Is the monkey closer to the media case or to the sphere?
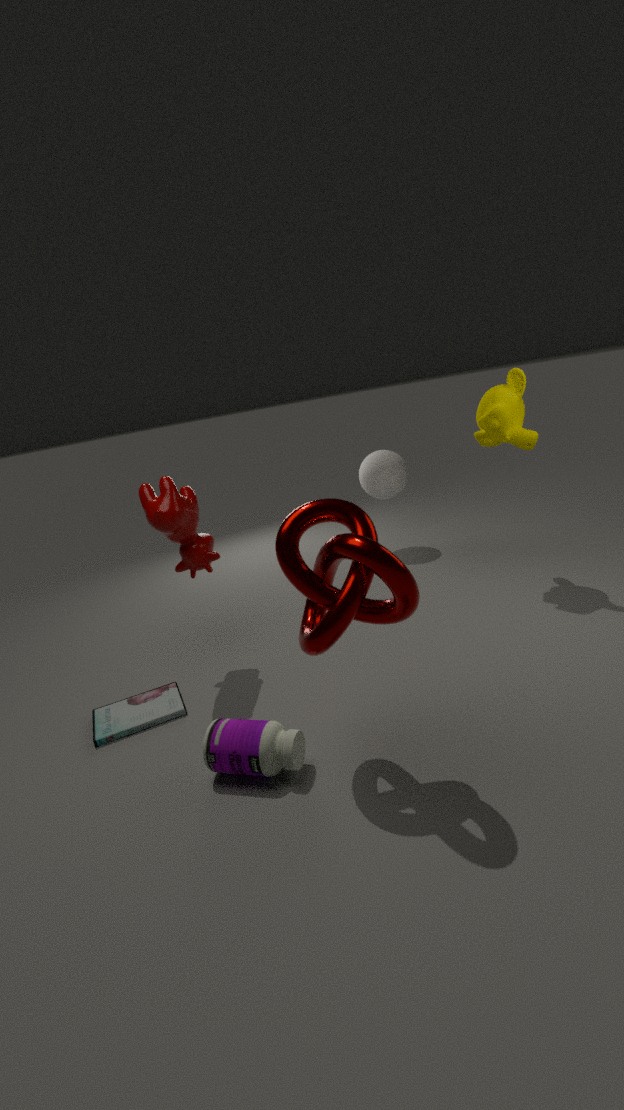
the sphere
